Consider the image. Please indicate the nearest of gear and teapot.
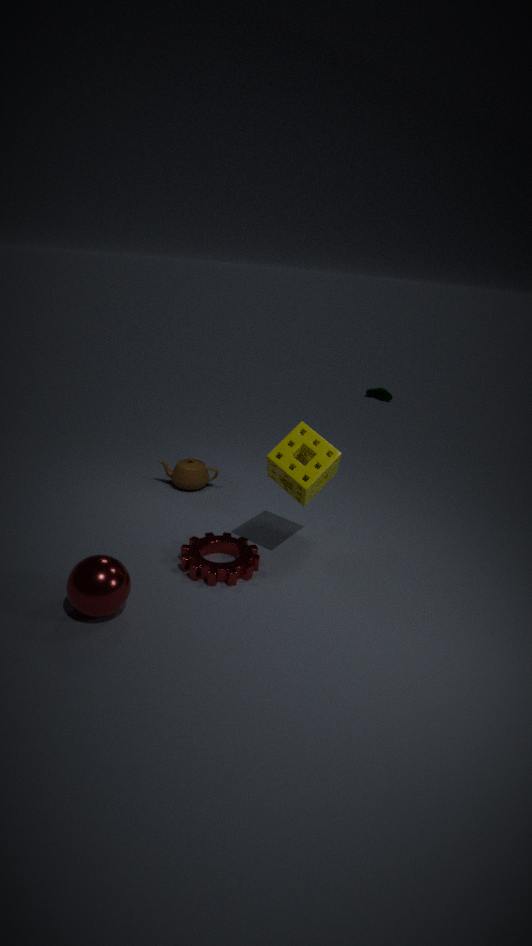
gear
